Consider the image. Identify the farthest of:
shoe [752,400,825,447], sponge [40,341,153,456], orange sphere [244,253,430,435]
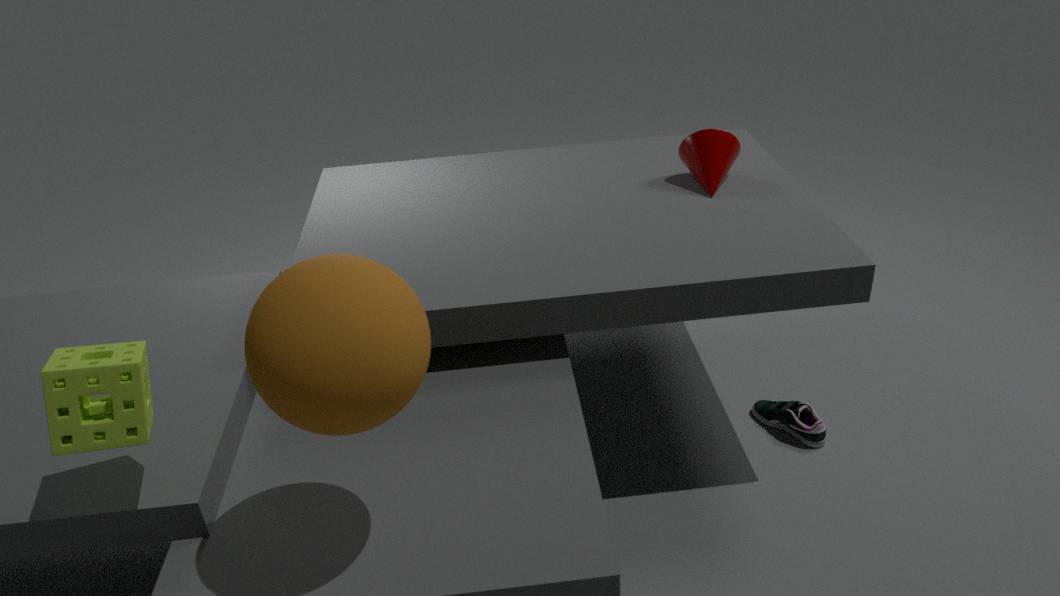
shoe [752,400,825,447]
